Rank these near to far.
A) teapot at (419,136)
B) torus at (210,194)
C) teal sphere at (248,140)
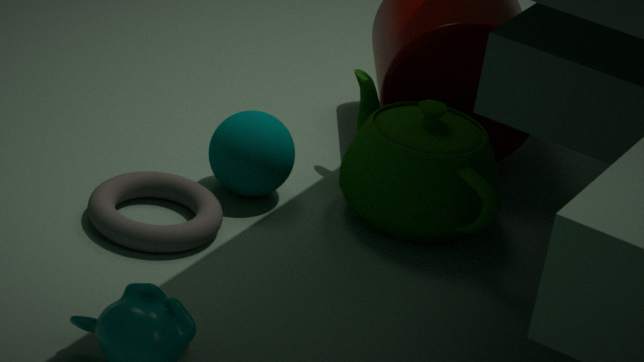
torus at (210,194) → teapot at (419,136) → teal sphere at (248,140)
